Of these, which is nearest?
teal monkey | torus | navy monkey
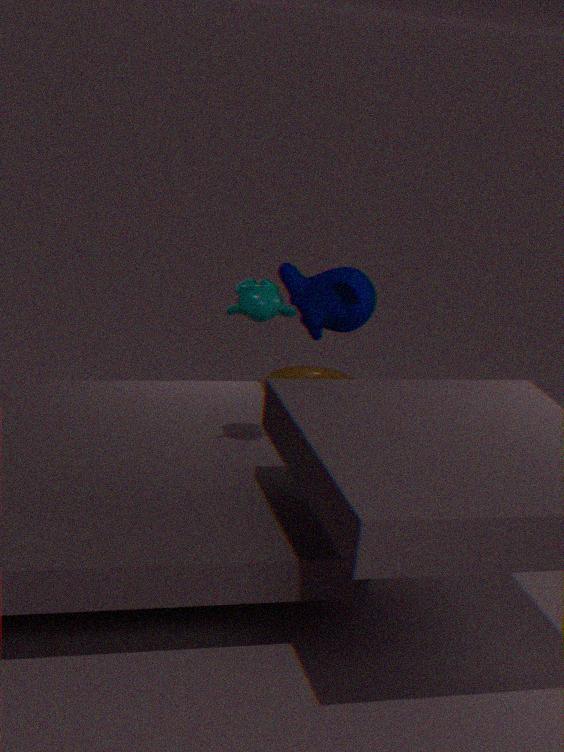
teal monkey
